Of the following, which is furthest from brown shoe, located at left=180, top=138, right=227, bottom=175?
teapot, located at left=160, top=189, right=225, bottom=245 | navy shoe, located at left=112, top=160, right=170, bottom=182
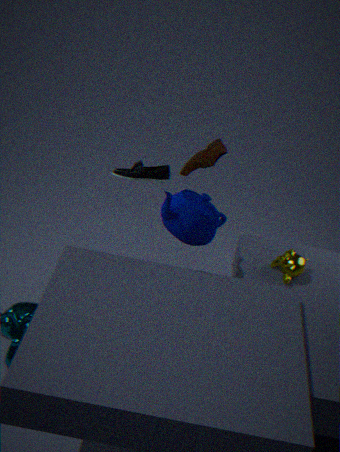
teapot, located at left=160, top=189, right=225, bottom=245
